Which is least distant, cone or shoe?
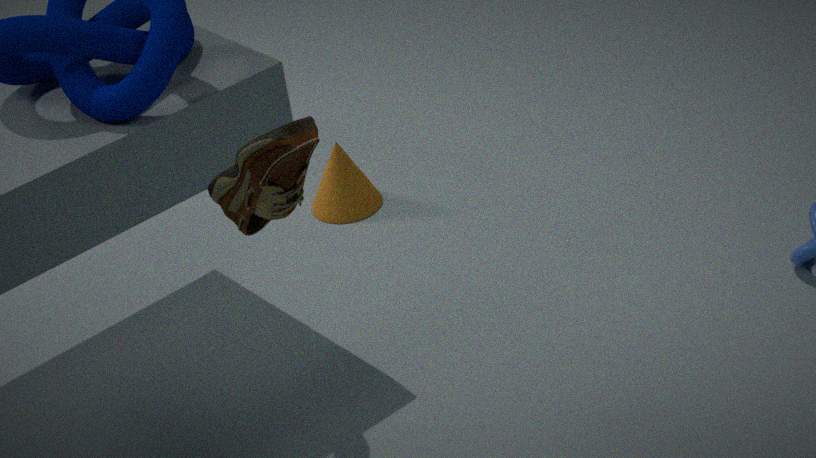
shoe
